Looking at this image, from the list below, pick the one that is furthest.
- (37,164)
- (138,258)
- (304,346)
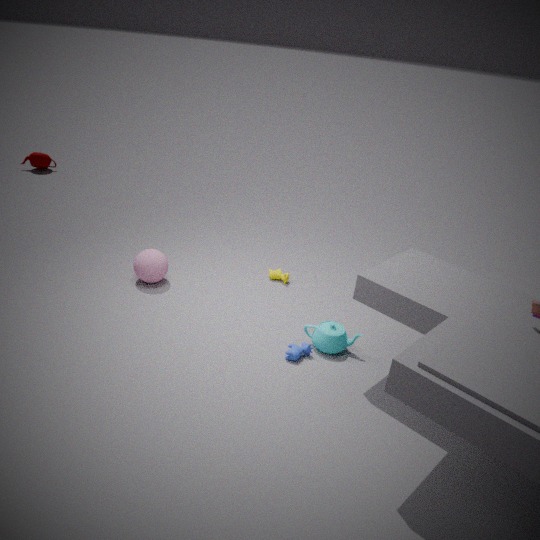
(37,164)
